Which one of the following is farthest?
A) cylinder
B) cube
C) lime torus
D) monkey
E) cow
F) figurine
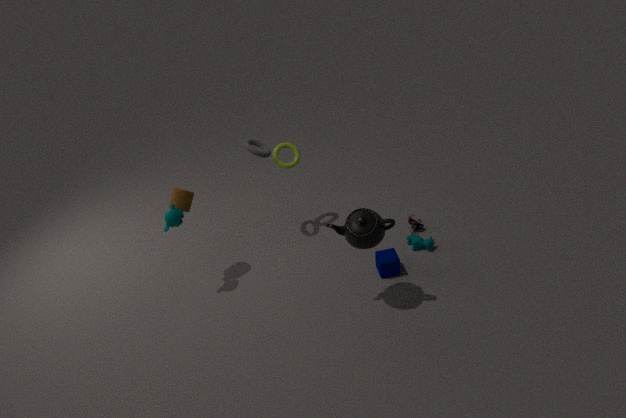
figurine
